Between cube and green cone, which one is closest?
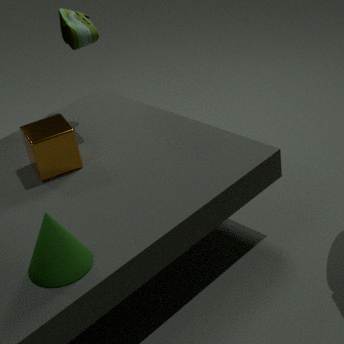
green cone
